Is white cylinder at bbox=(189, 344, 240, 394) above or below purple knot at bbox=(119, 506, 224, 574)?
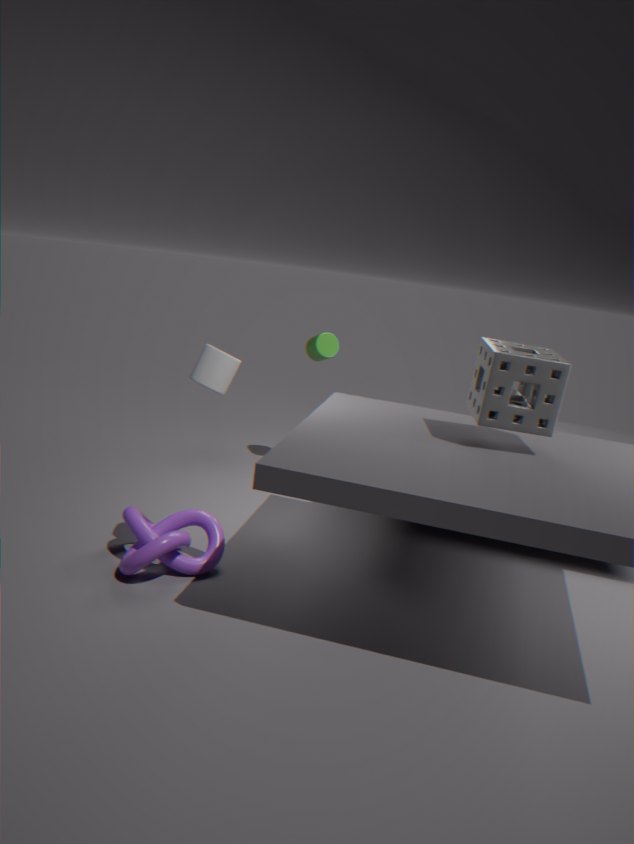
above
